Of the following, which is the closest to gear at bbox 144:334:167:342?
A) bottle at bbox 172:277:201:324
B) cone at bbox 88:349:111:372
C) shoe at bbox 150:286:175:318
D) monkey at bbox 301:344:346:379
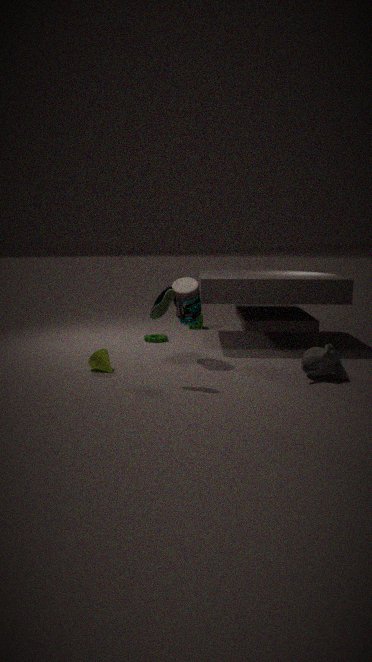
bottle at bbox 172:277:201:324
